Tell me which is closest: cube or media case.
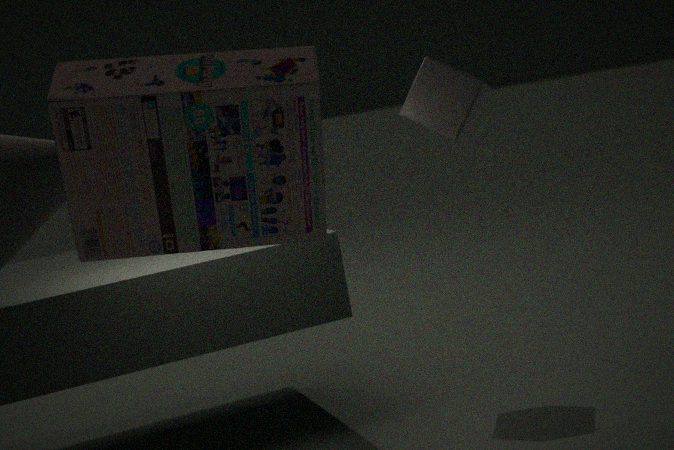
media case
